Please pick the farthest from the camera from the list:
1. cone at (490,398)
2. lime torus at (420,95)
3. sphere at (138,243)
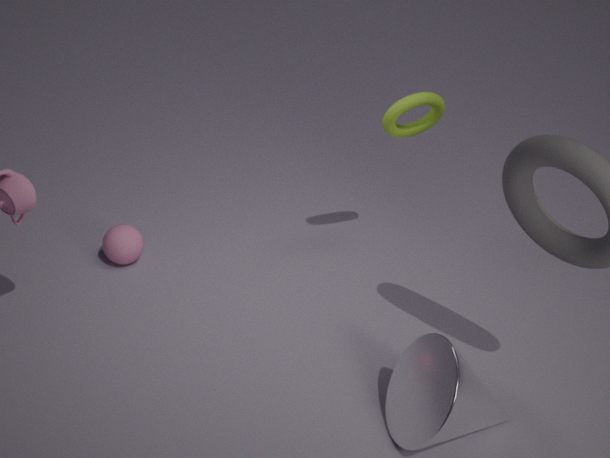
sphere at (138,243)
